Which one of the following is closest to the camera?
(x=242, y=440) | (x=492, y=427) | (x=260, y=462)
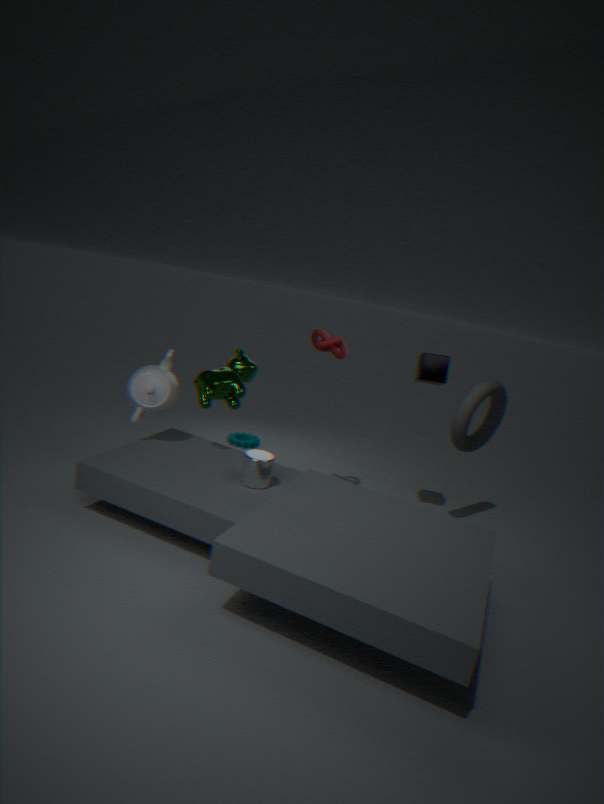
(x=260, y=462)
